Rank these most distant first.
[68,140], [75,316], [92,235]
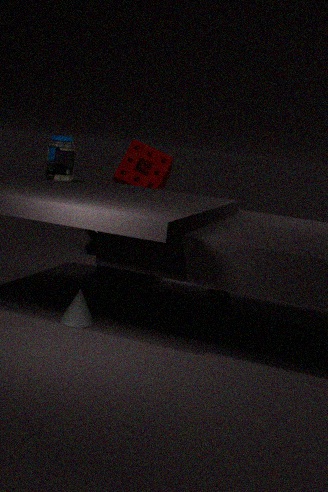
1. [92,235]
2. [68,140]
3. [75,316]
